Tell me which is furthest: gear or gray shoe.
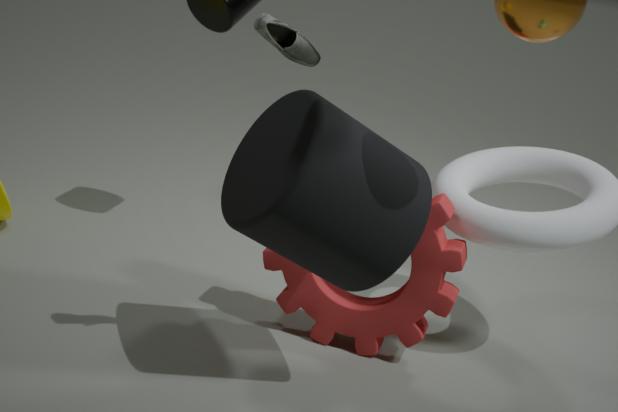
gear
